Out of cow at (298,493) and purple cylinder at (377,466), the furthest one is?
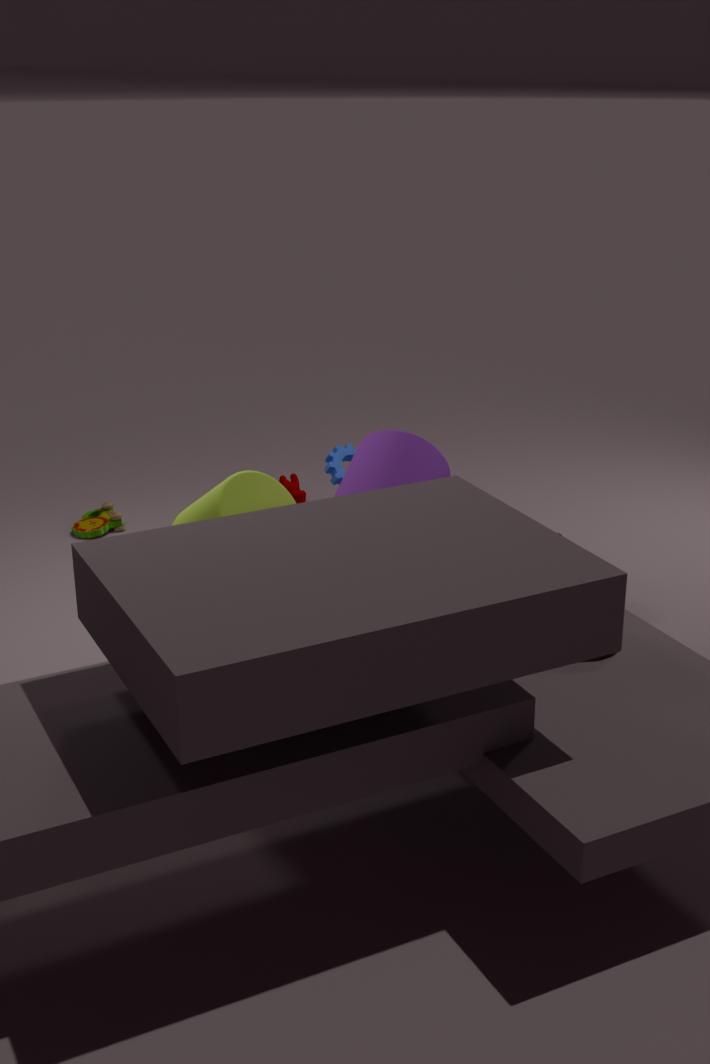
cow at (298,493)
